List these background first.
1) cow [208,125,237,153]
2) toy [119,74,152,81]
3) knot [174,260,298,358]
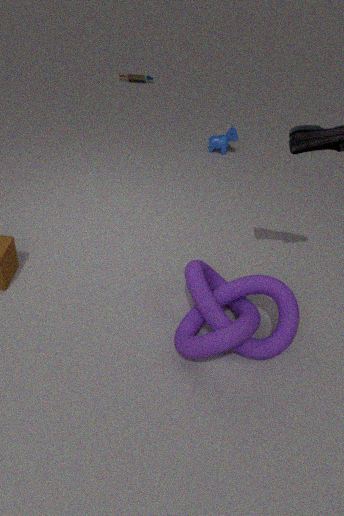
Result: 2. toy [119,74,152,81] → 1. cow [208,125,237,153] → 3. knot [174,260,298,358]
